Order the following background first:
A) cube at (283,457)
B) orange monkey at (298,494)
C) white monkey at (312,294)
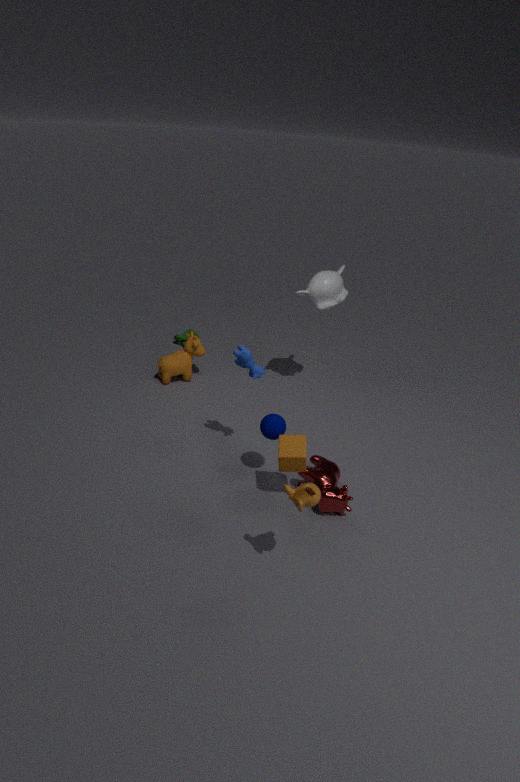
white monkey at (312,294) < cube at (283,457) < orange monkey at (298,494)
